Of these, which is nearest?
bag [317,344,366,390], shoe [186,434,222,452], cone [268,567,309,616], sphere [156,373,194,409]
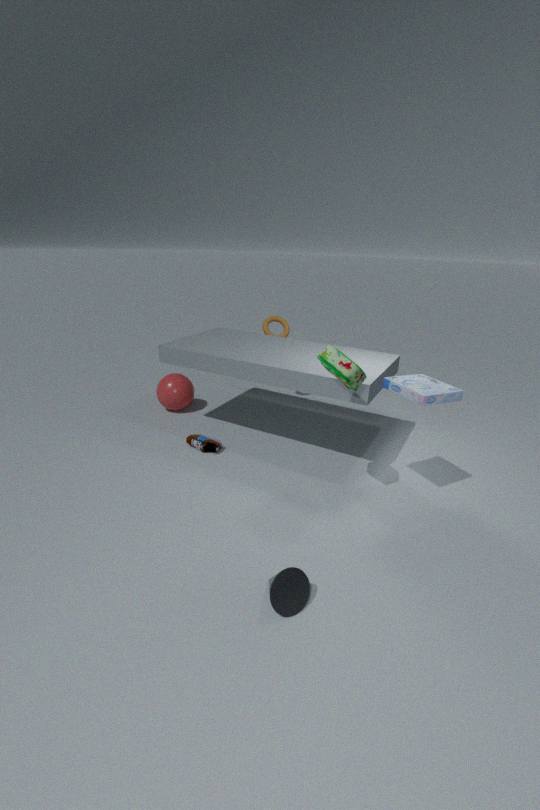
cone [268,567,309,616]
